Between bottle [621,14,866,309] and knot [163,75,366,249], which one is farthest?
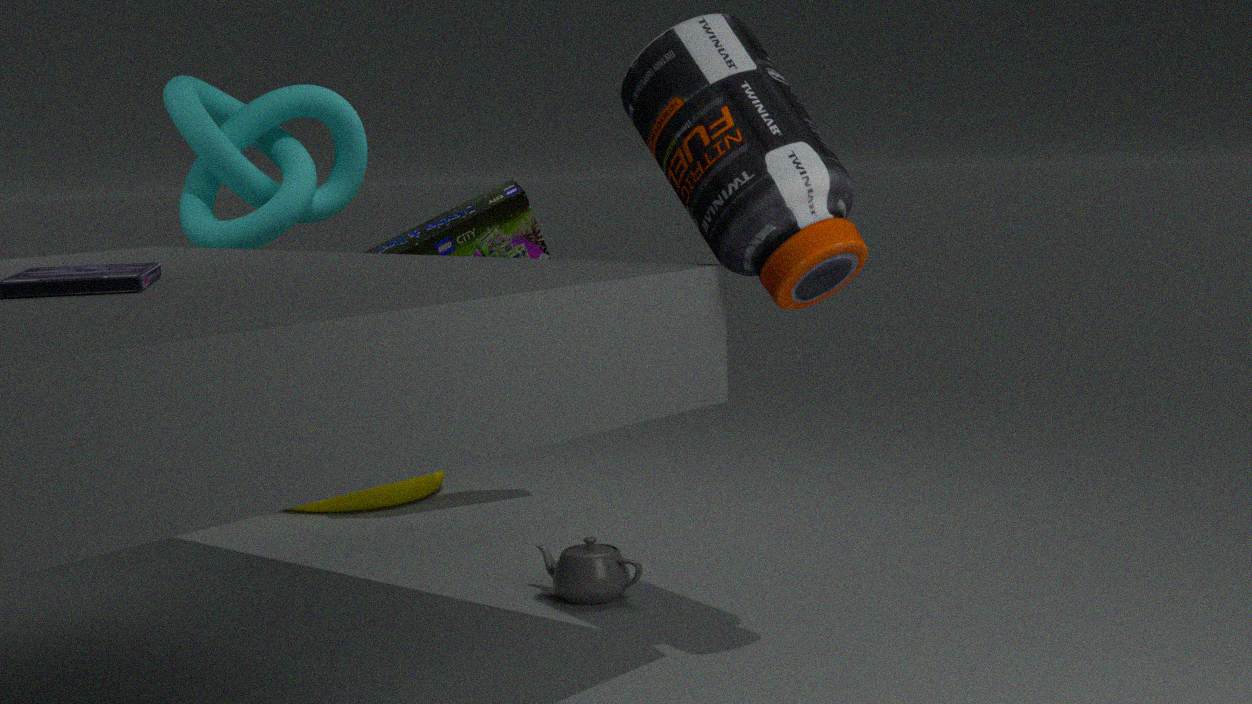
knot [163,75,366,249]
